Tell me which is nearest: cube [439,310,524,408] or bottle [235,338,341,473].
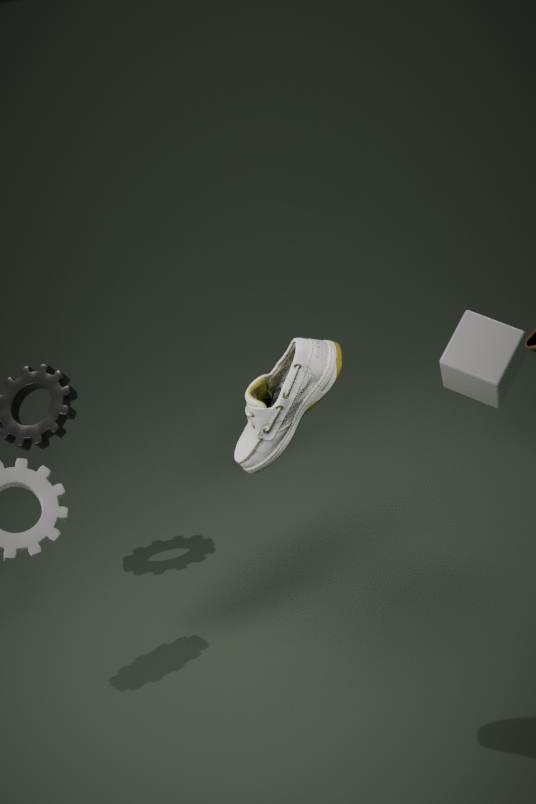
bottle [235,338,341,473]
